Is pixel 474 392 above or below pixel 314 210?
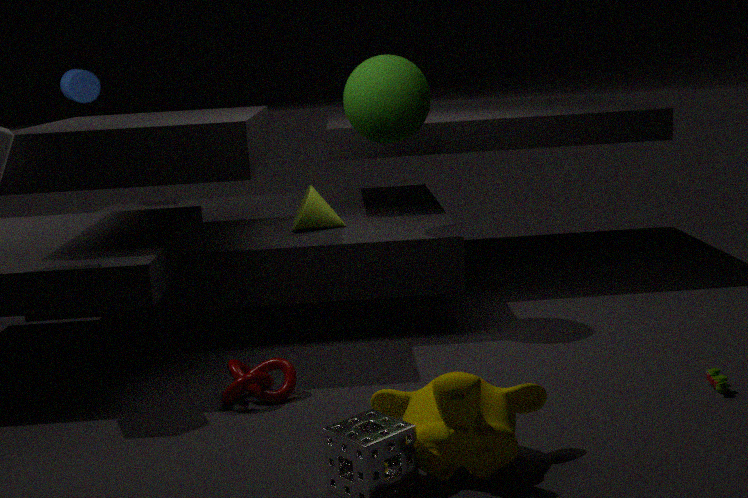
below
